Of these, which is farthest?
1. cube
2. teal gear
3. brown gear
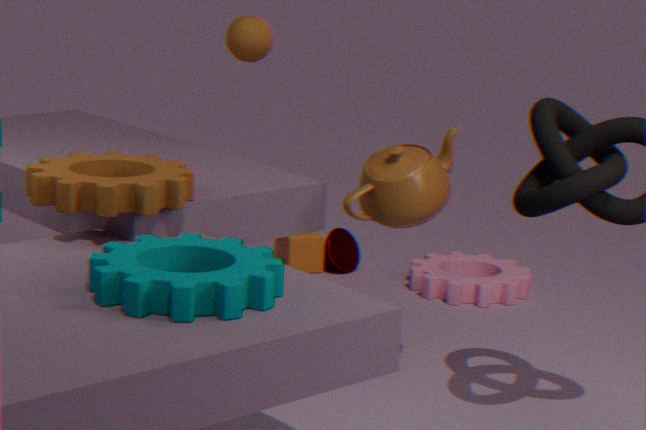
cube
